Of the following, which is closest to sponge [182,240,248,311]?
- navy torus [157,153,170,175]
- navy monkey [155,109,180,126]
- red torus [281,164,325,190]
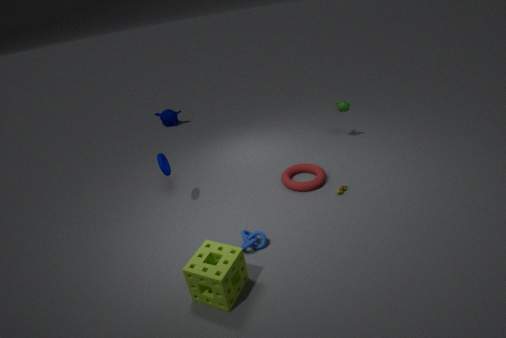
navy torus [157,153,170,175]
